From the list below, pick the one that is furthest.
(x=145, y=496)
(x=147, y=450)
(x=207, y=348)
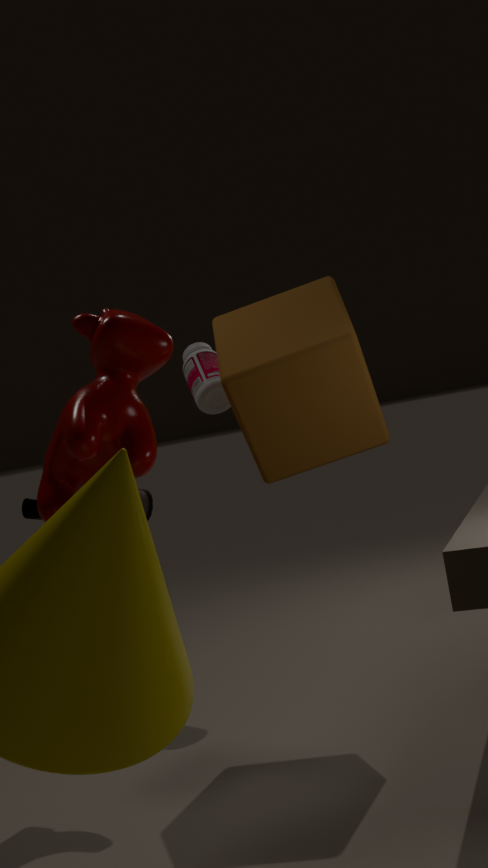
(x=207, y=348)
